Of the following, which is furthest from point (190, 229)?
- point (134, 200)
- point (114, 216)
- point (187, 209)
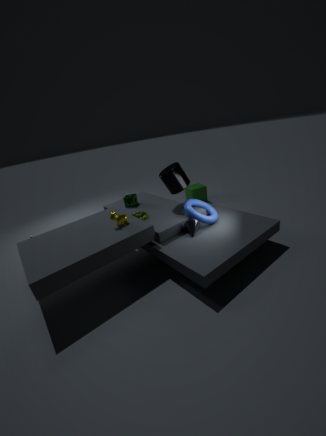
point (134, 200)
